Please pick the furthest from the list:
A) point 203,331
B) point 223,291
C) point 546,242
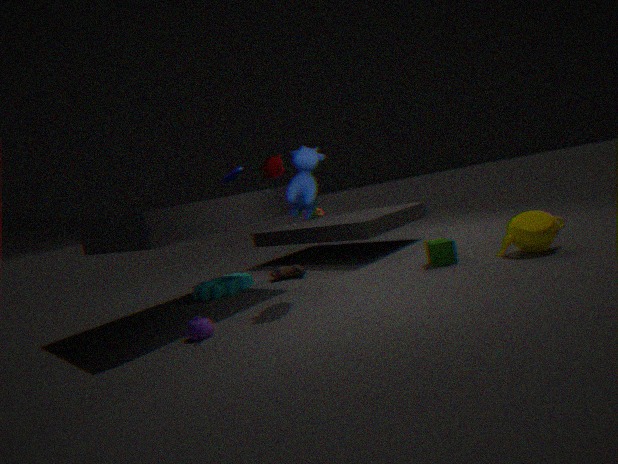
point 223,291
